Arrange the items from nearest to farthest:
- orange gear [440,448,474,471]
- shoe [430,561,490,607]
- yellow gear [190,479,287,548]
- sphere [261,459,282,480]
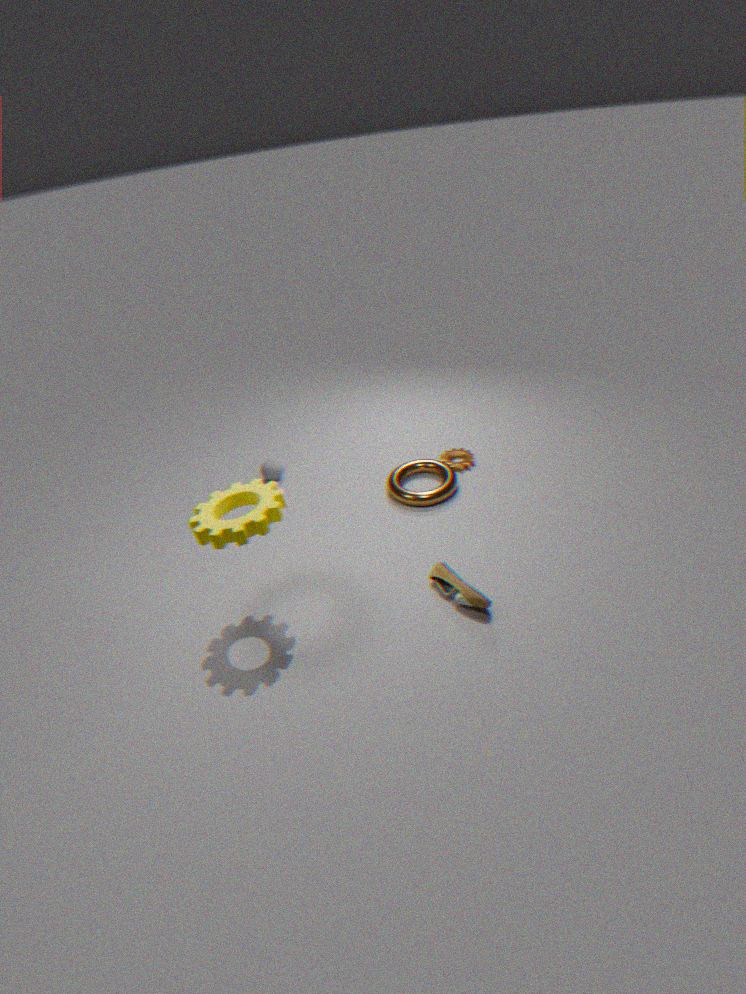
1. yellow gear [190,479,287,548]
2. shoe [430,561,490,607]
3. orange gear [440,448,474,471]
4. sphere [261,459,282,480]
